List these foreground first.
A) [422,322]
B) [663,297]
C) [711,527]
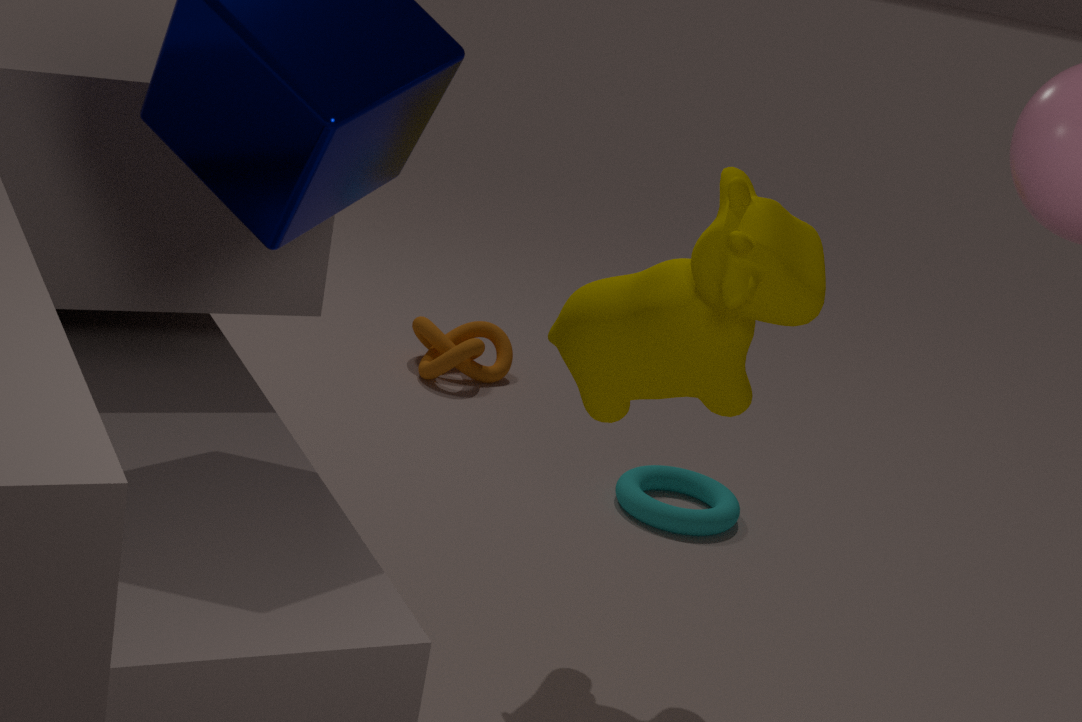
[663,297] < [711,527] < [422,322]
